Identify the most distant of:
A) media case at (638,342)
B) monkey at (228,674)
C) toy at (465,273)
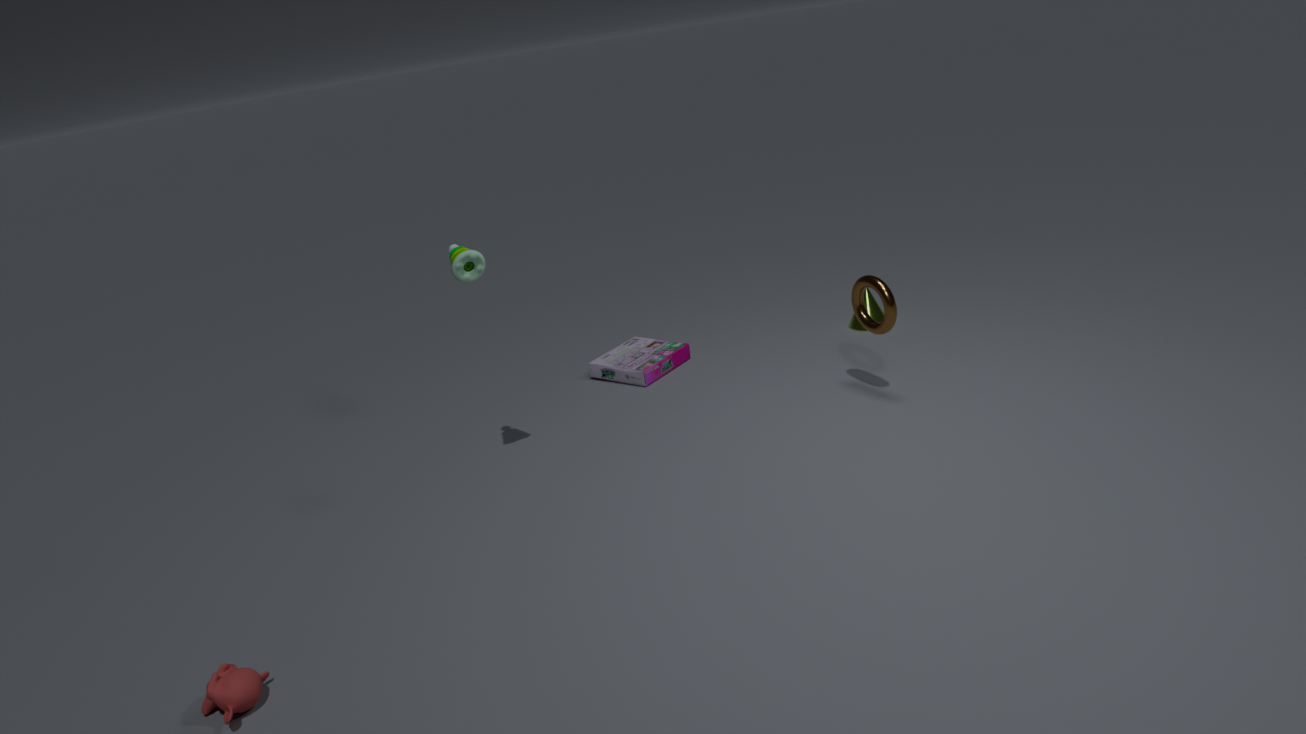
media case at (638,342)
